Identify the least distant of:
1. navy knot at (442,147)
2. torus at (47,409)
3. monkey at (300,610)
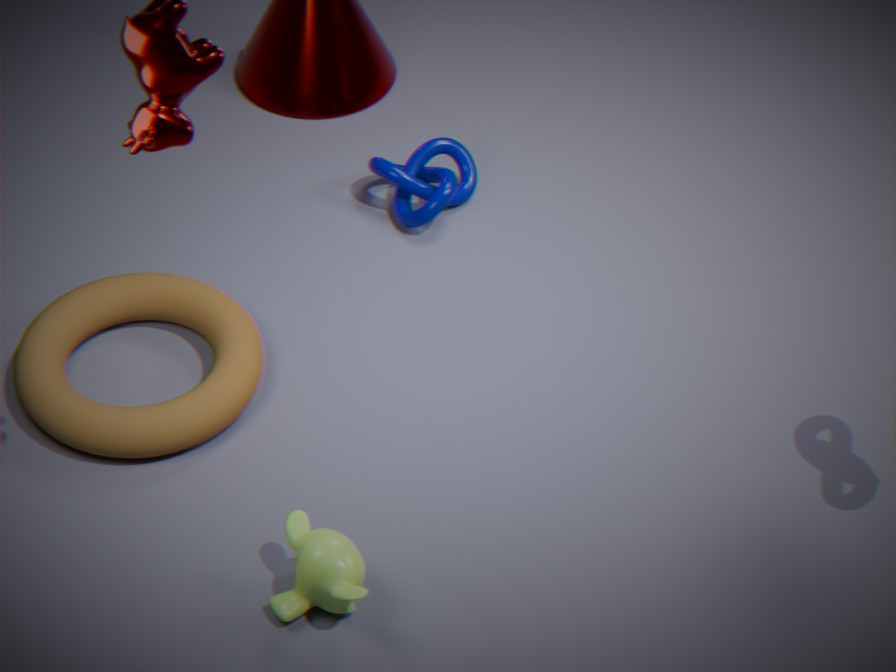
monkey at (300,610)
